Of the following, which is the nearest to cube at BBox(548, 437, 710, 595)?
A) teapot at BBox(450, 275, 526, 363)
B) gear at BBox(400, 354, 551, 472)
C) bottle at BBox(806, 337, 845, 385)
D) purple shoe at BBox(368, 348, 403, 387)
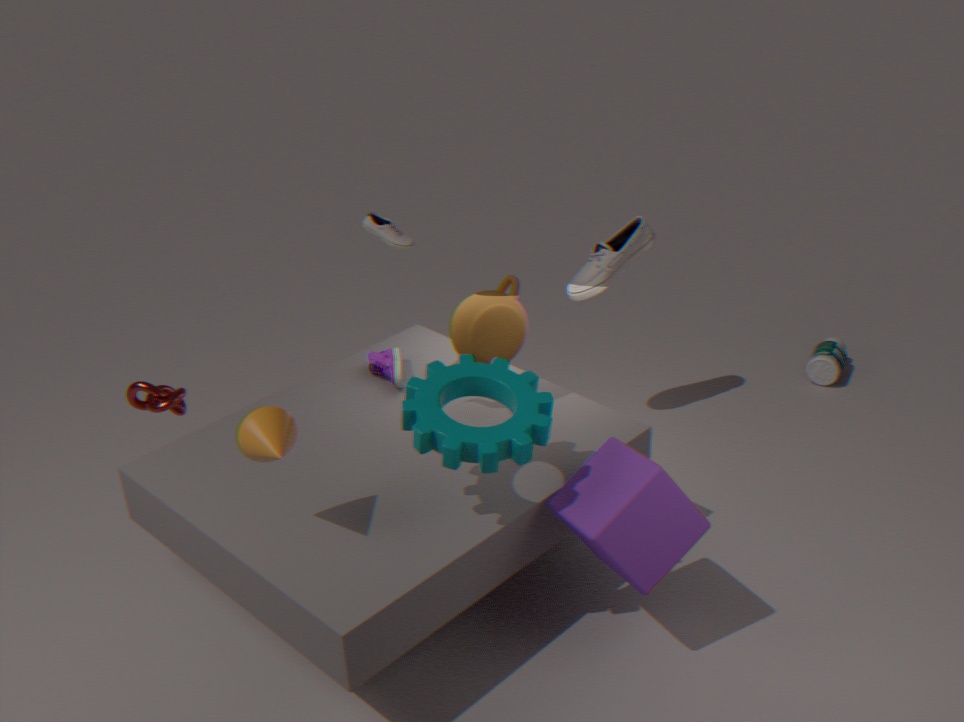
gear at BBox(400, 354, 551, 472)
